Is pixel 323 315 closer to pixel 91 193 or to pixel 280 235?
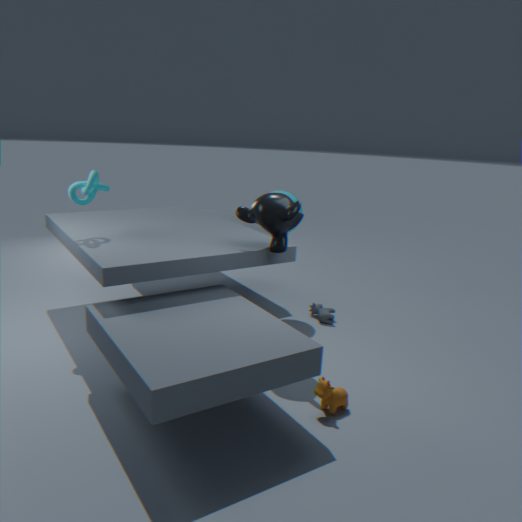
pixel 280 235
